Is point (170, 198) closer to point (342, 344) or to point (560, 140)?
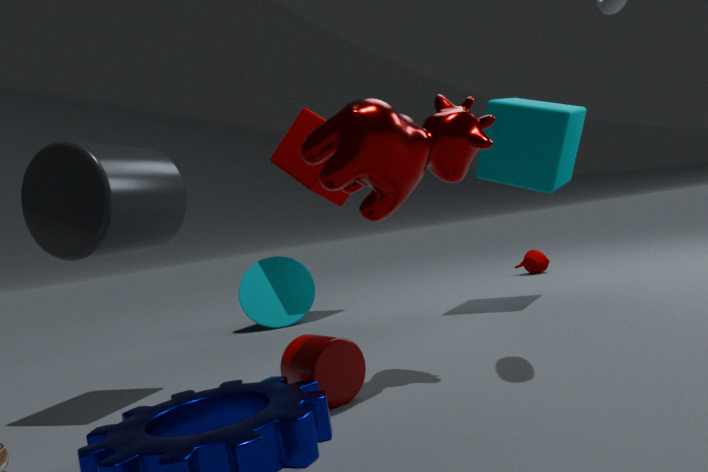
point (342, 344)
